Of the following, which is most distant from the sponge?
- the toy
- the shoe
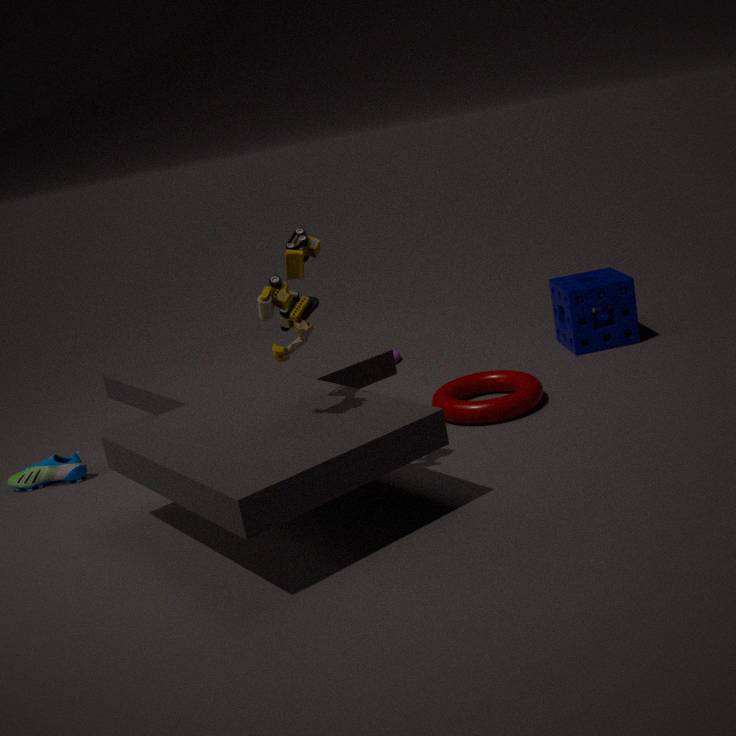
the shoe
